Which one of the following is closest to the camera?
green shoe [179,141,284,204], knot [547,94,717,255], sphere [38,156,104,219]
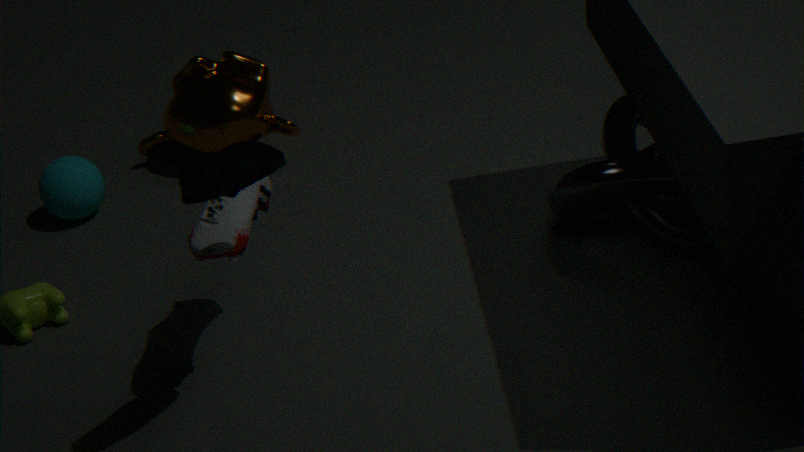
green shoe [179,141,284,204]
